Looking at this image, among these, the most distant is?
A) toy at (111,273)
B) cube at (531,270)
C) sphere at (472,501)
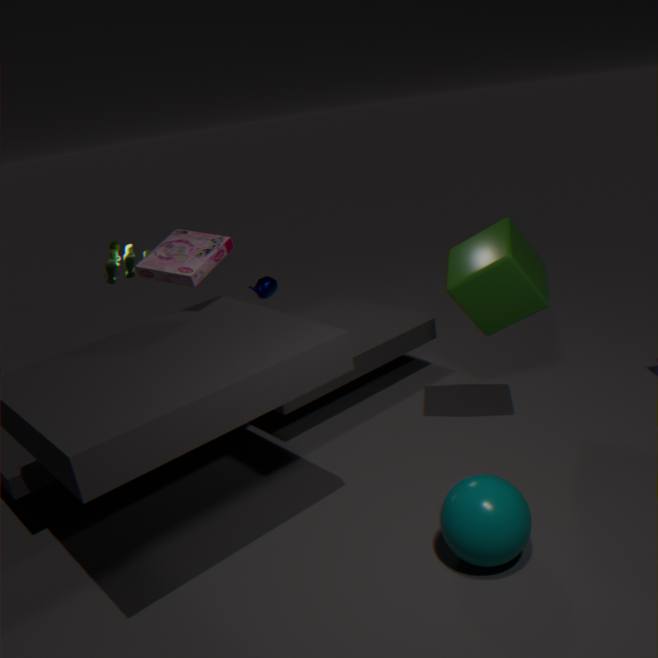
toy at (111,273)
